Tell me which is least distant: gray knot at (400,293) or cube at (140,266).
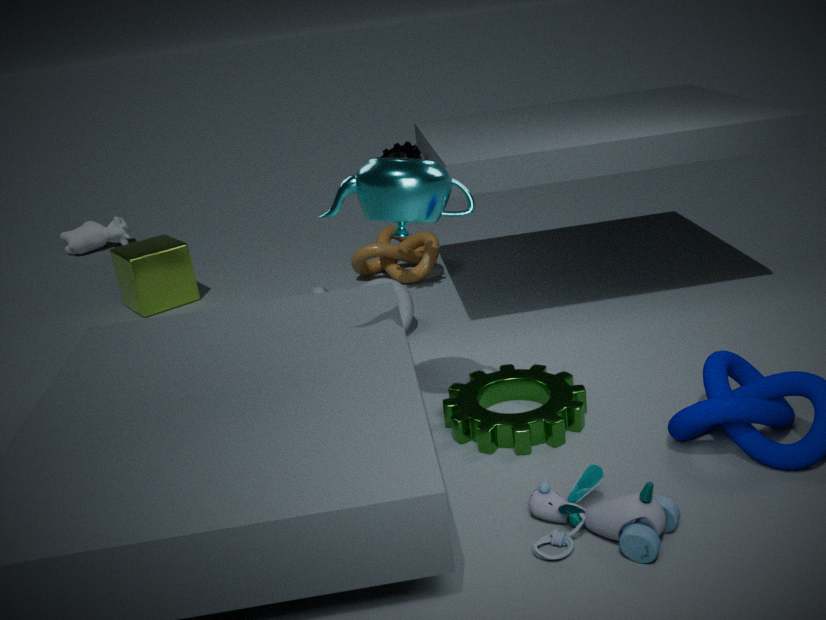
gray knot at (400,293)
